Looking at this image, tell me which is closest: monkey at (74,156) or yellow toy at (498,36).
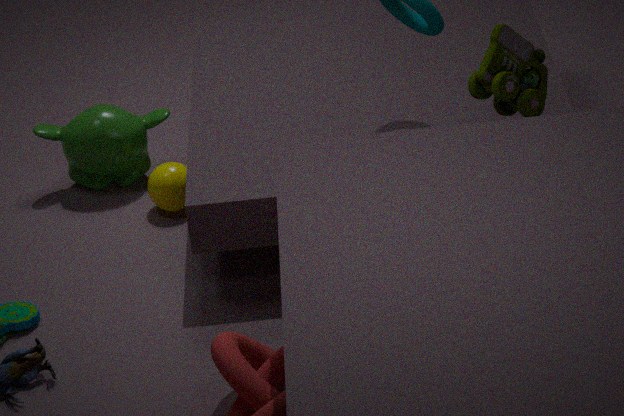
yellow toy at (498,36)
